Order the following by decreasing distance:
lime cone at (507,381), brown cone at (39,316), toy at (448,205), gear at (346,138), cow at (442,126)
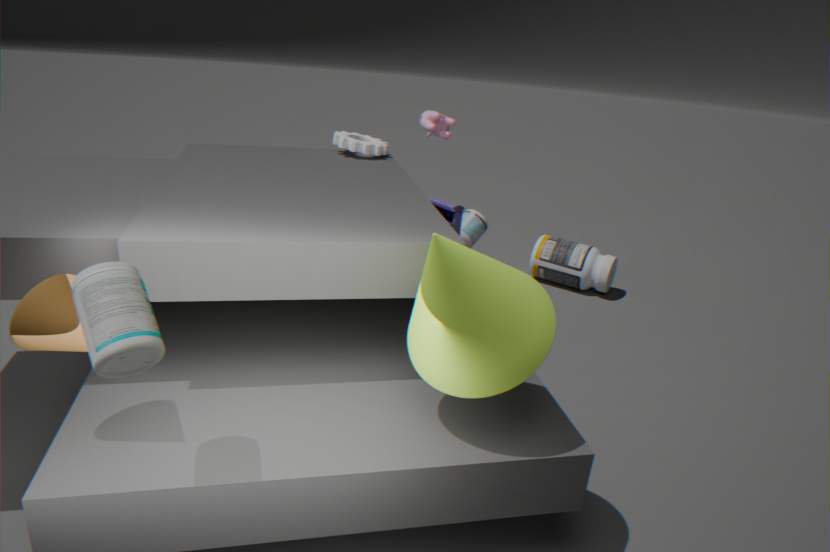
toy at (448,205)
gear at (346,138)
cow at (442,126)
lime cone at (507,381)
brown cone at (39,316)
